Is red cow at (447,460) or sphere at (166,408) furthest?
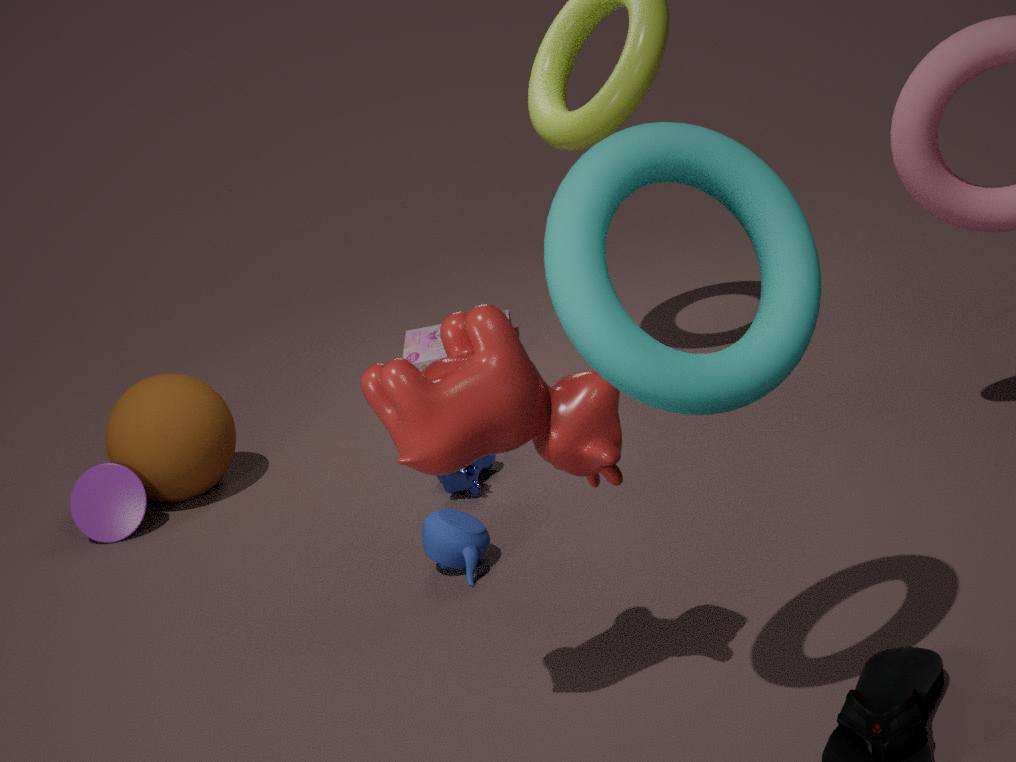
sphere at (166,408)
